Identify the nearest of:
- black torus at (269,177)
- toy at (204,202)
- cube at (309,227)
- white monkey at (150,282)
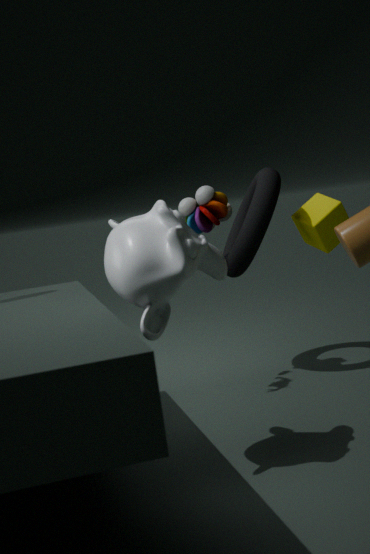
white monkey at (150,282)
